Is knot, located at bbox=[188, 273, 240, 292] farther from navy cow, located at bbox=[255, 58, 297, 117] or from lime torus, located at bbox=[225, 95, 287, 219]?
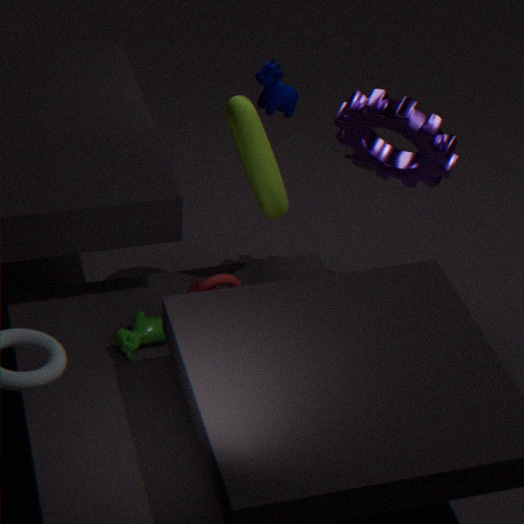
navy cow, located at bbox=[255, 58, 297, 117]
